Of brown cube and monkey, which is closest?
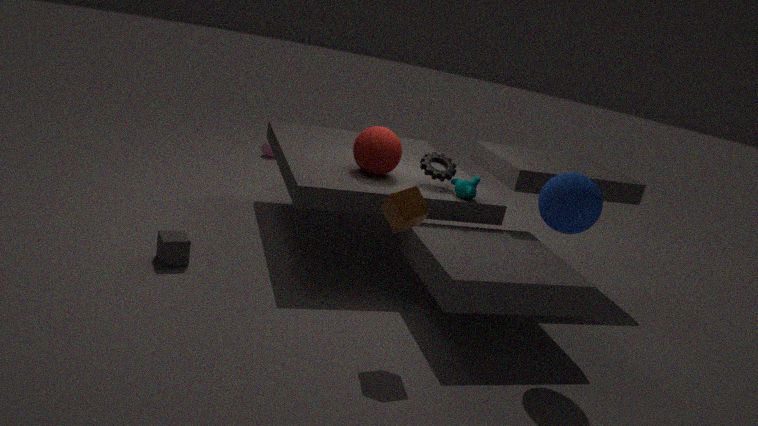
brown cube
